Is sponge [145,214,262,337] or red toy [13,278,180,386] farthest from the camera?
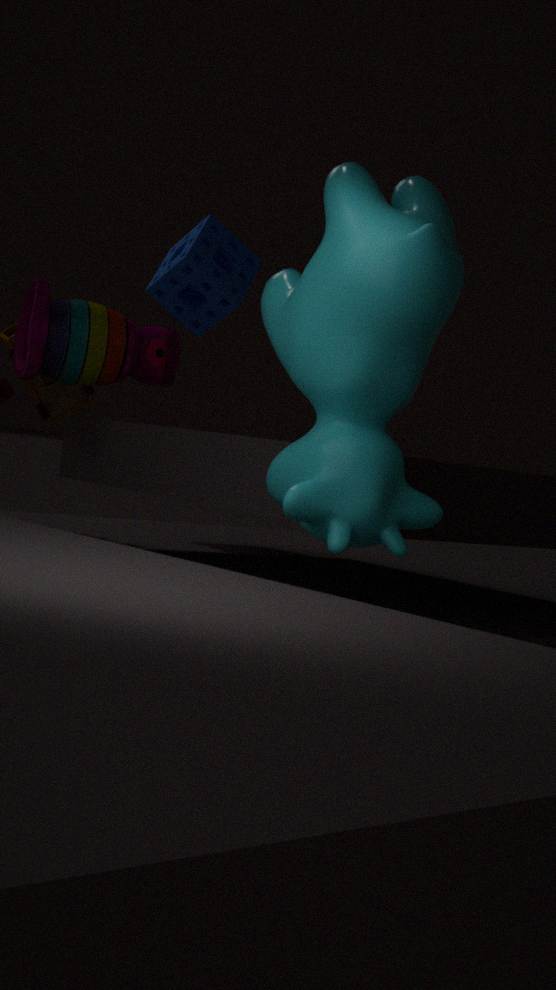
sponge [145,214,262,337]
